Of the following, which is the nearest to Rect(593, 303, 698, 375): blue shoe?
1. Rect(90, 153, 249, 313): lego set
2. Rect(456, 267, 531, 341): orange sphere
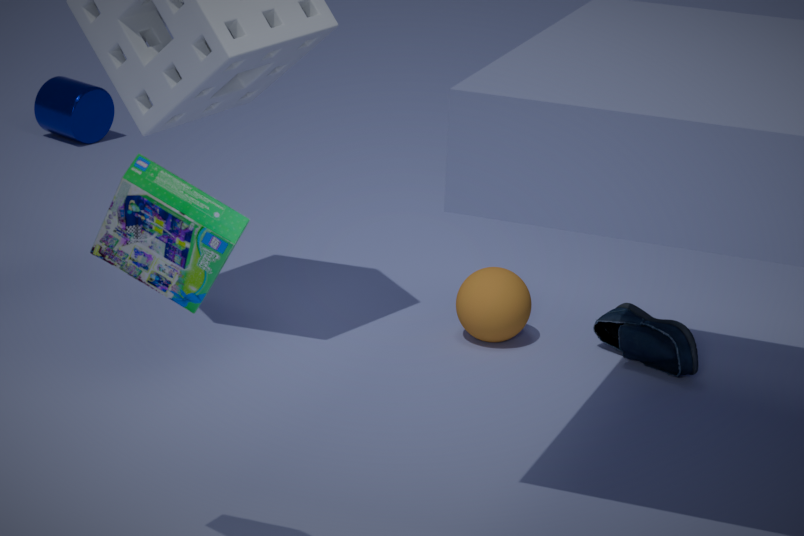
Rect(456, 267, 531, 341): orange sphere
